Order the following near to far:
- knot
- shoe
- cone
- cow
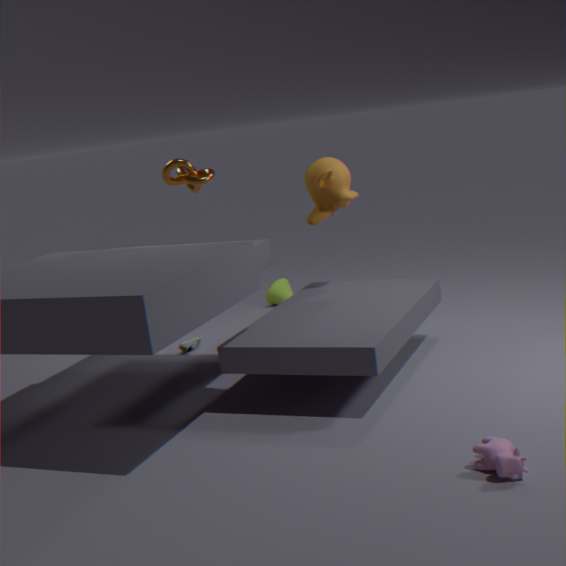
cow, knot, shoe, cone
